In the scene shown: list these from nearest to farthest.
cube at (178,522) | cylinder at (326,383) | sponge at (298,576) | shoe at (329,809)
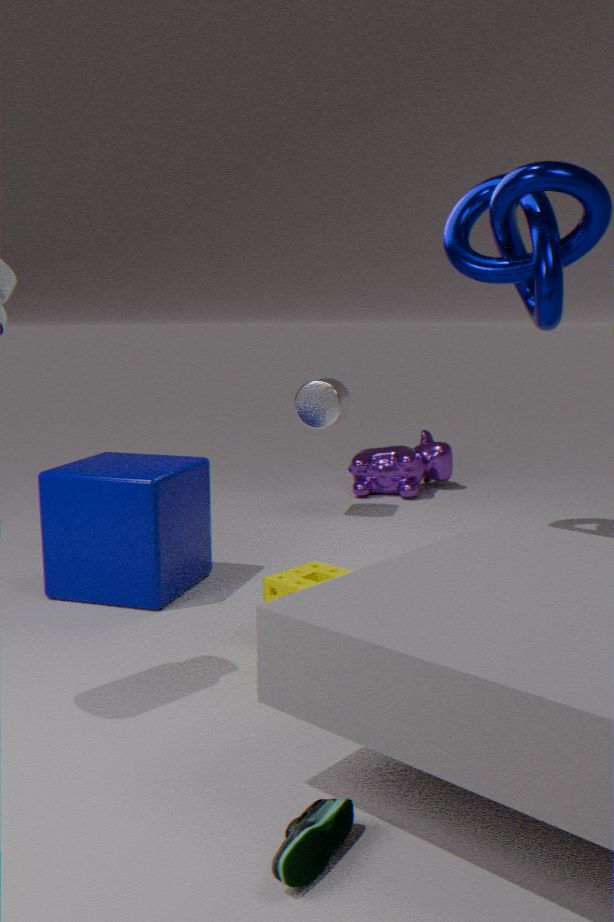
1. shoe at (329,809)
2. sponge at (298,576)
3. cube at (178,522)
4. cylinder at (326,383)
